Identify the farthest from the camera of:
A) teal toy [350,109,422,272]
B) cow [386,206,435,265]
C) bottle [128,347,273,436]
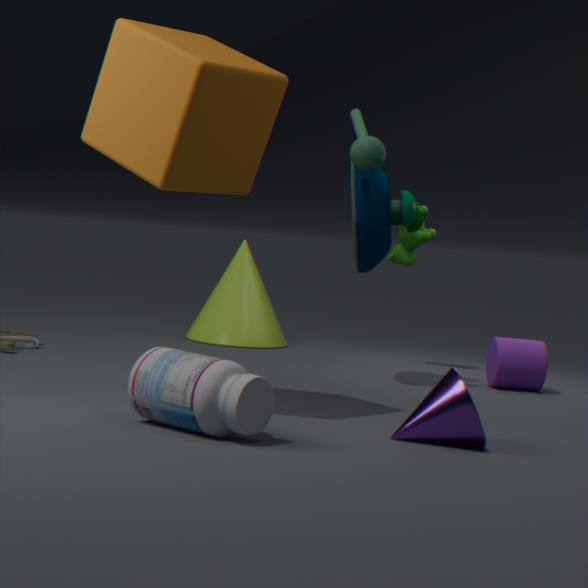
B. cow [386,206,435,265]
